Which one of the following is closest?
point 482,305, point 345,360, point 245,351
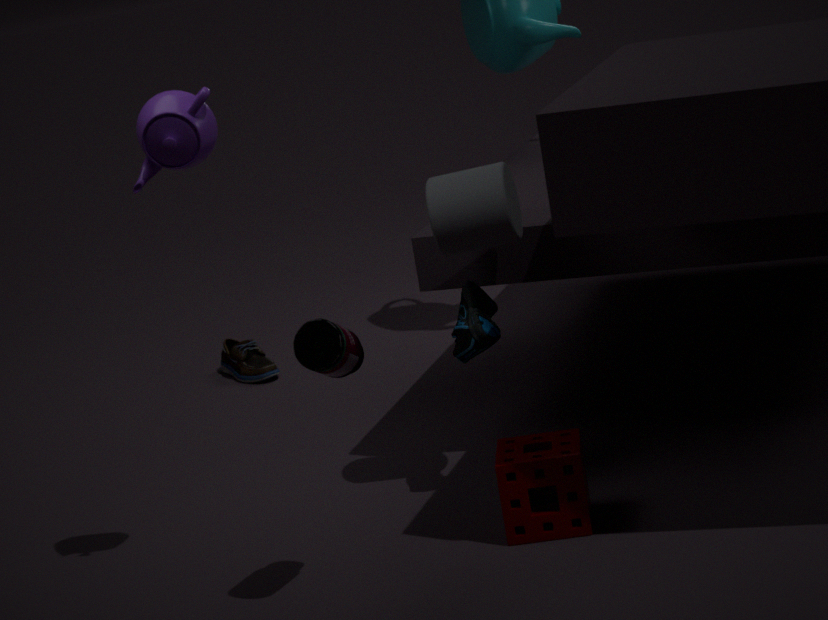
point 345,360
